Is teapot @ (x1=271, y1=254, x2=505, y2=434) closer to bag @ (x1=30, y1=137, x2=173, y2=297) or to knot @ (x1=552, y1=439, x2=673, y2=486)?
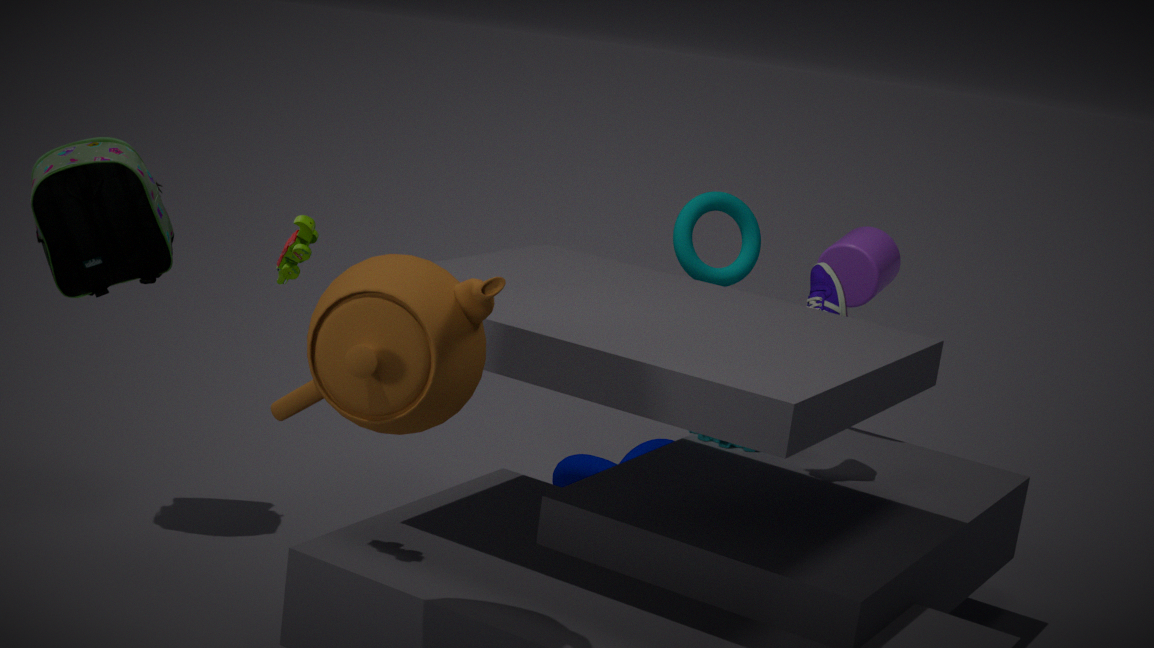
bag @ (x1=30, y1=137, x2=173, y2=297)
